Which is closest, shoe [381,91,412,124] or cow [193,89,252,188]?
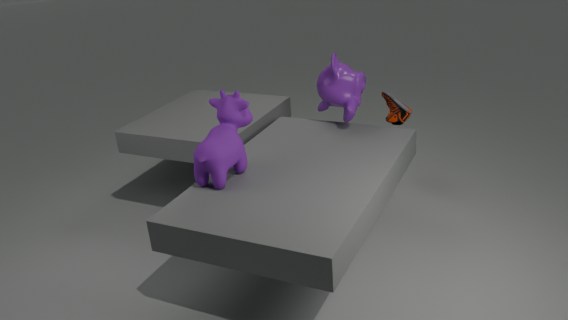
cow [193,89,252,188]
